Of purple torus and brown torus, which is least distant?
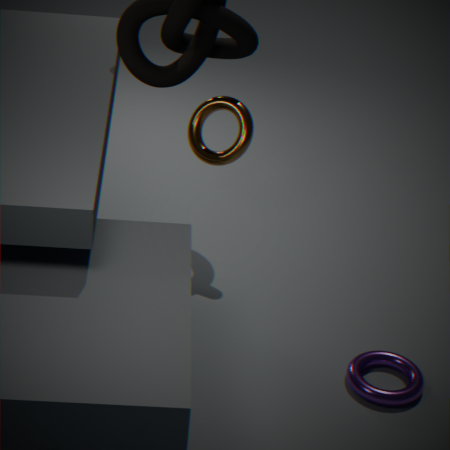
purple torus
